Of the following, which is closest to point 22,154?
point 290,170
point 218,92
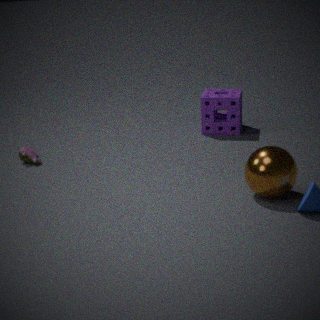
point 218,92
